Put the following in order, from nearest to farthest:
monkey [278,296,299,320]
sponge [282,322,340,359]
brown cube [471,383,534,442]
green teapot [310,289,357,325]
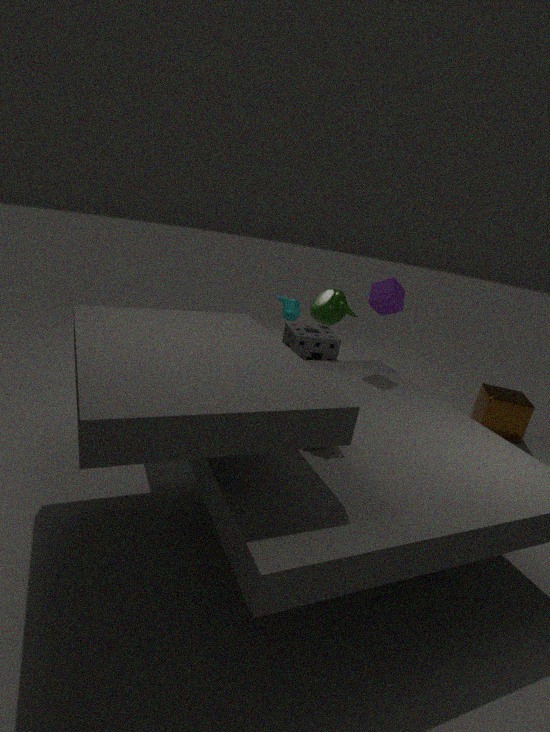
monkey [278,296,299,320] → sponge [282,322,340,359] → green teapot [310,289,357,325] → brown cube [471,383,534,442]
